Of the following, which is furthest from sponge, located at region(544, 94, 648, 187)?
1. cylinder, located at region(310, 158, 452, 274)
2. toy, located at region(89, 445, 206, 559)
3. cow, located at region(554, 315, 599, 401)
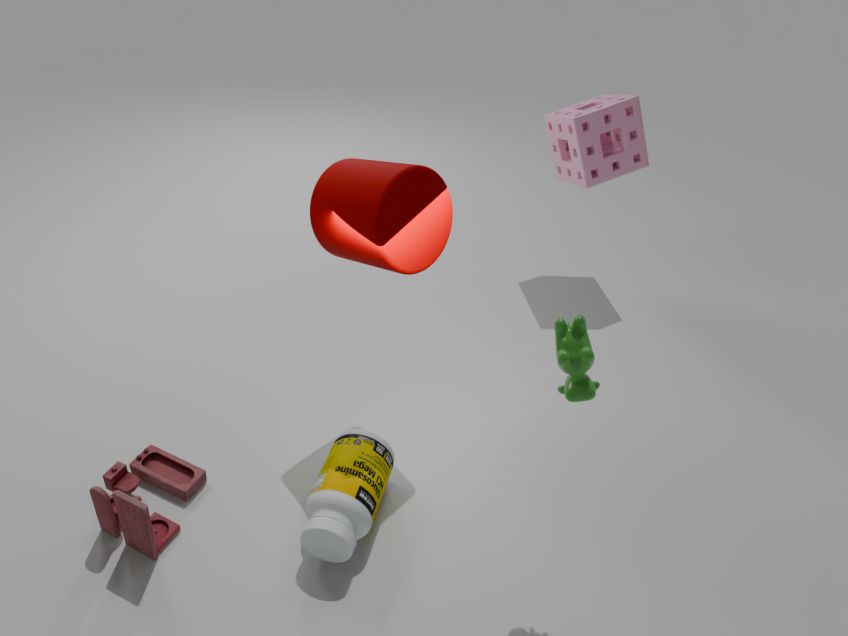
toy, located at region(89, 445, 206, 559)
